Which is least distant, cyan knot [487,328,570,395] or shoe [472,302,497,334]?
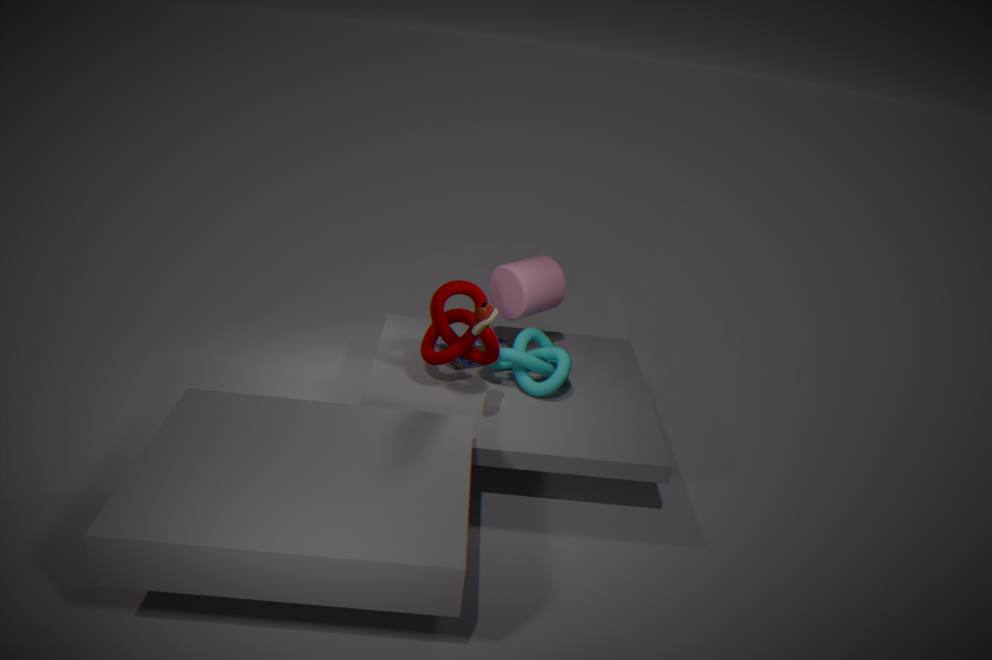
shoe [472,302,497,334]
